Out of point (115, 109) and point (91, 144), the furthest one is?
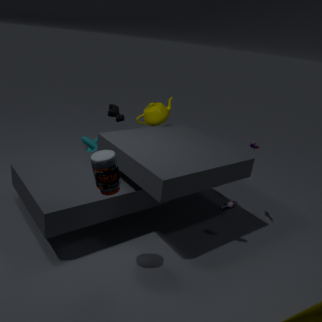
point (91, 144)
